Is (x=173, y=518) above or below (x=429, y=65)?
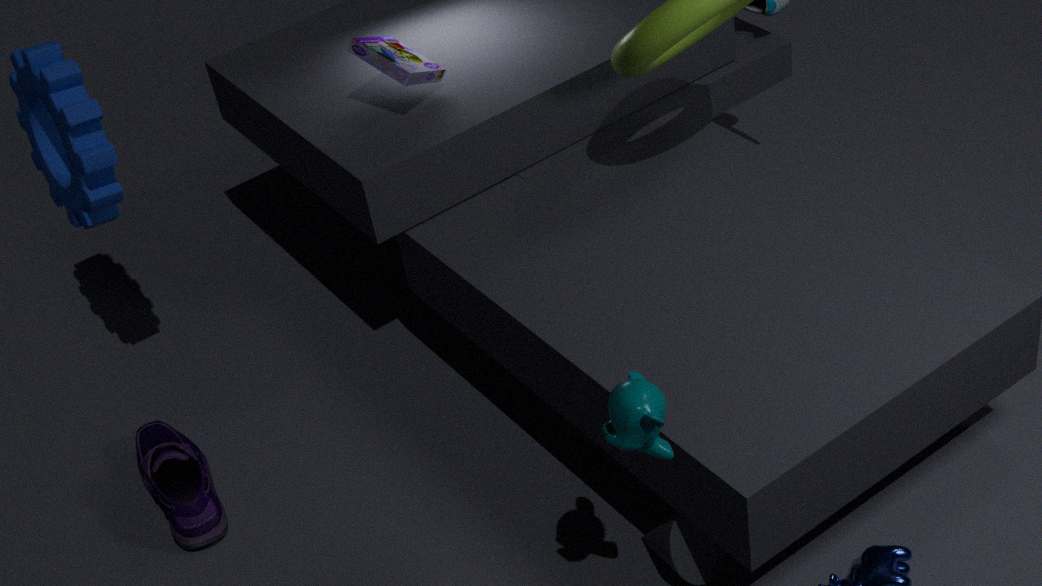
below
